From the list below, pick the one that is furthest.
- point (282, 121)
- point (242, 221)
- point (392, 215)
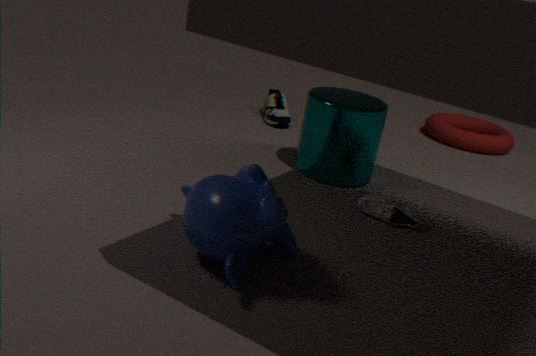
point (282, 121)
